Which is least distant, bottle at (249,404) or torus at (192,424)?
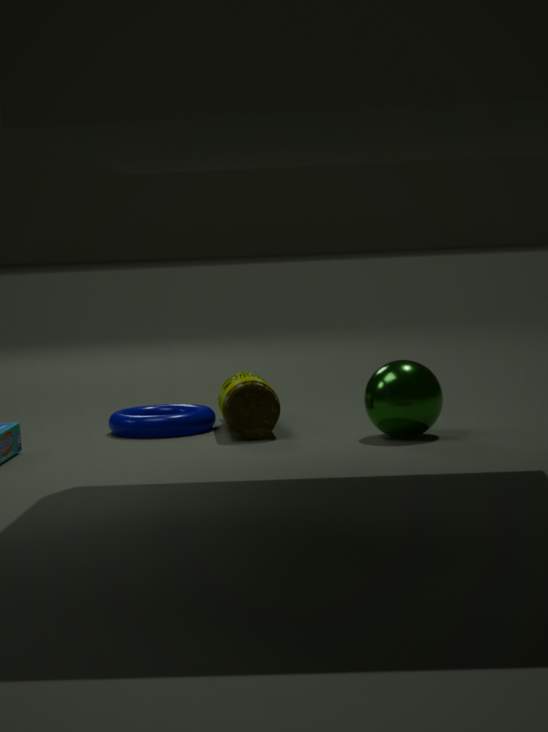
bottle at (249,404)
